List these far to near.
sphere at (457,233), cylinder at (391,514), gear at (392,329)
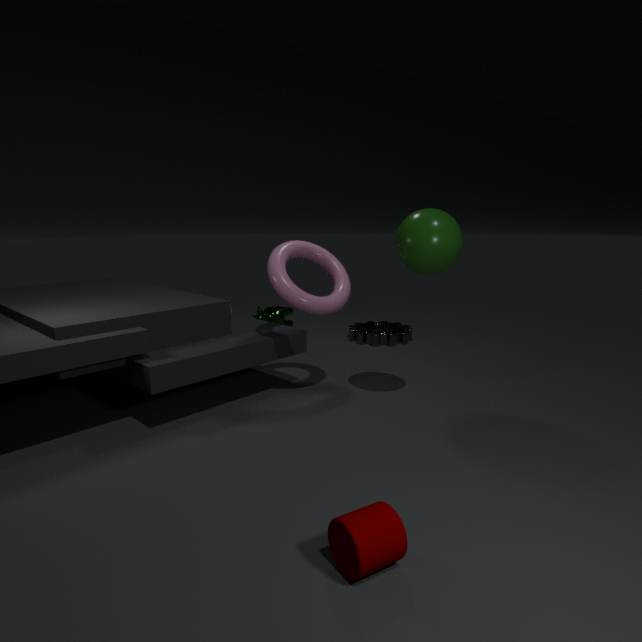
gear at (392,329) → sphere at (457,233) → cylinder at (391,514)
